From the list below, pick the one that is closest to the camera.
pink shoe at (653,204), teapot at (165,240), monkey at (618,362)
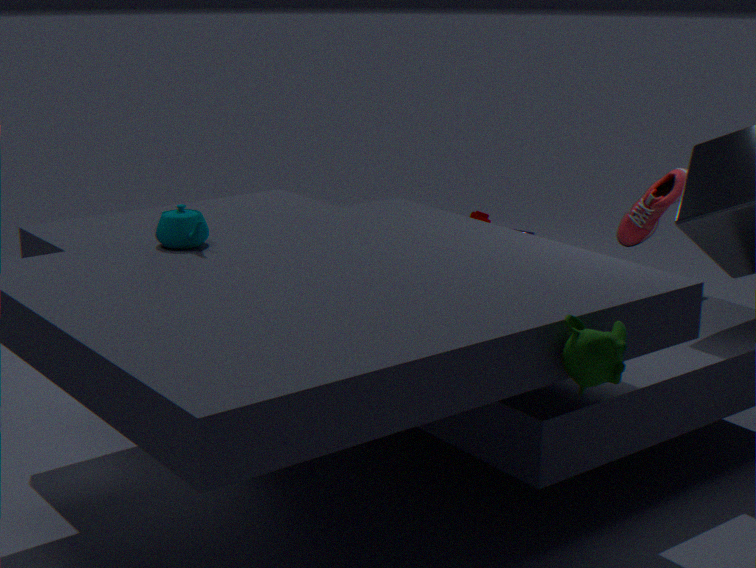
monkey at (618,362)
